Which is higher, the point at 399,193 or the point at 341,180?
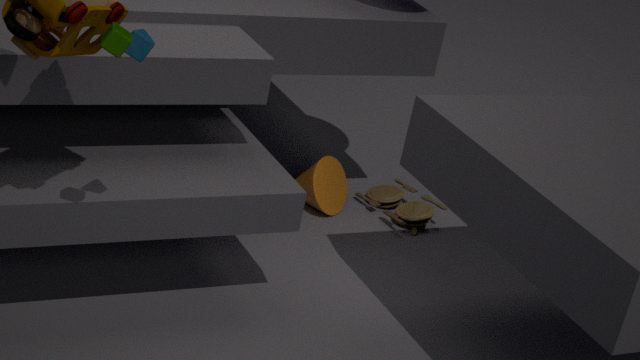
the point at 341,180
